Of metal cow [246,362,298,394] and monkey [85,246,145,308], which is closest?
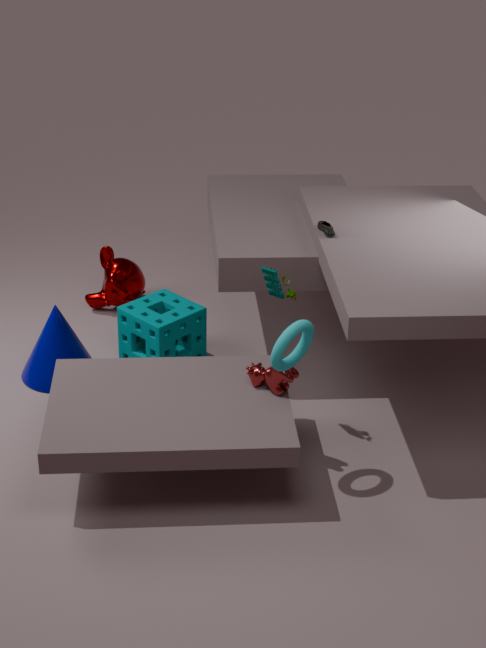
metal cow [246,362,298,394]
